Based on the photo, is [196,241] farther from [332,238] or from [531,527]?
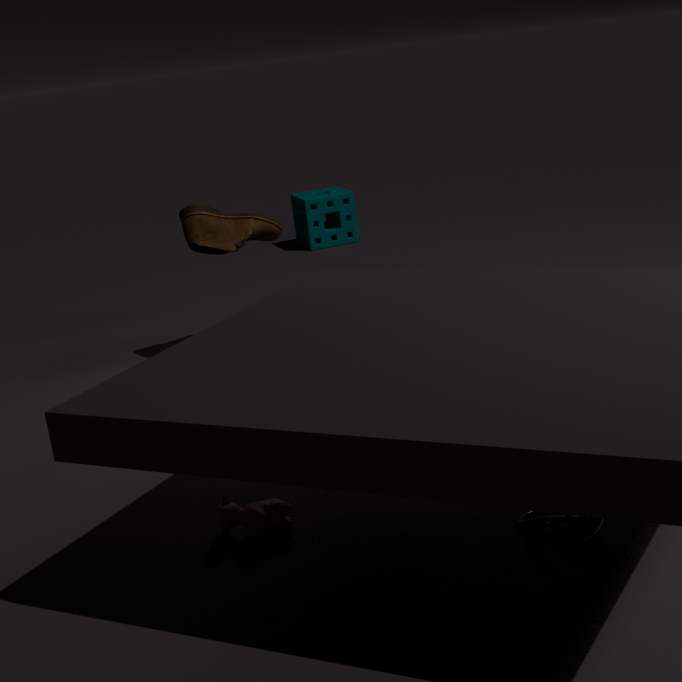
[531,527]
